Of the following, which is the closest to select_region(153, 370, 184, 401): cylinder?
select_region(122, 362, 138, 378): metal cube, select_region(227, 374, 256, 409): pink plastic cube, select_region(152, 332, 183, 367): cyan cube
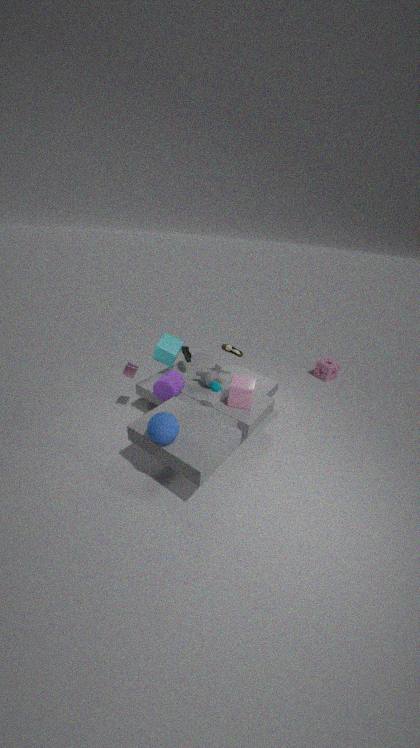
select_region(152, 332, 183, 367): cyan cube
